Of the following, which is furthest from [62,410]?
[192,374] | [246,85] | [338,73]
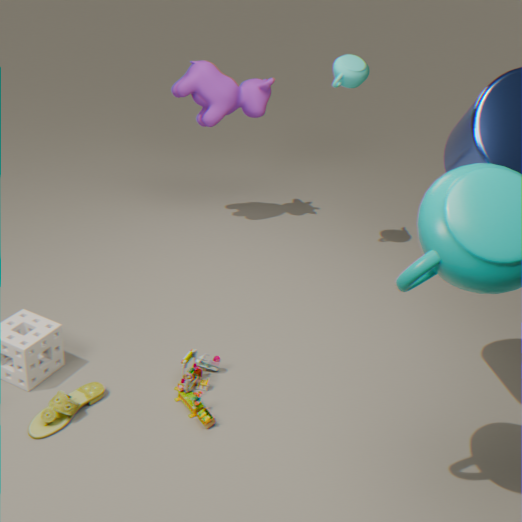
[338,73]
